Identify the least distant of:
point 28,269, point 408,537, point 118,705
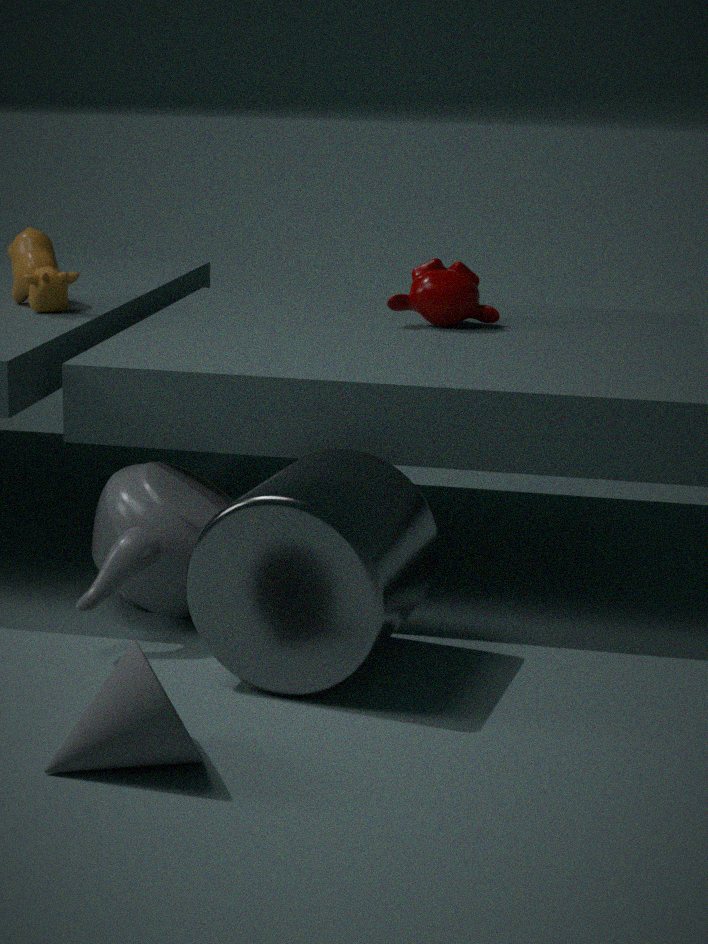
point 118,705
